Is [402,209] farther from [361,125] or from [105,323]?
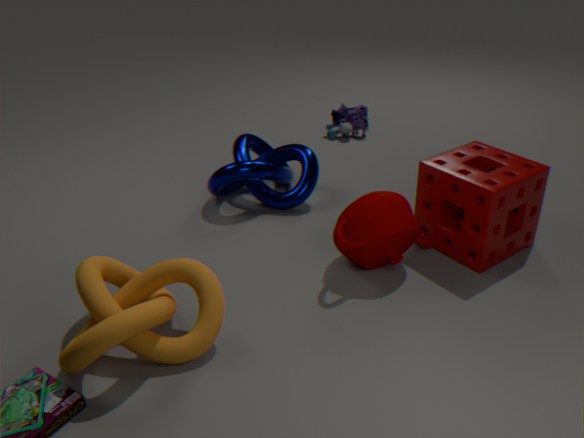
[361,125]
